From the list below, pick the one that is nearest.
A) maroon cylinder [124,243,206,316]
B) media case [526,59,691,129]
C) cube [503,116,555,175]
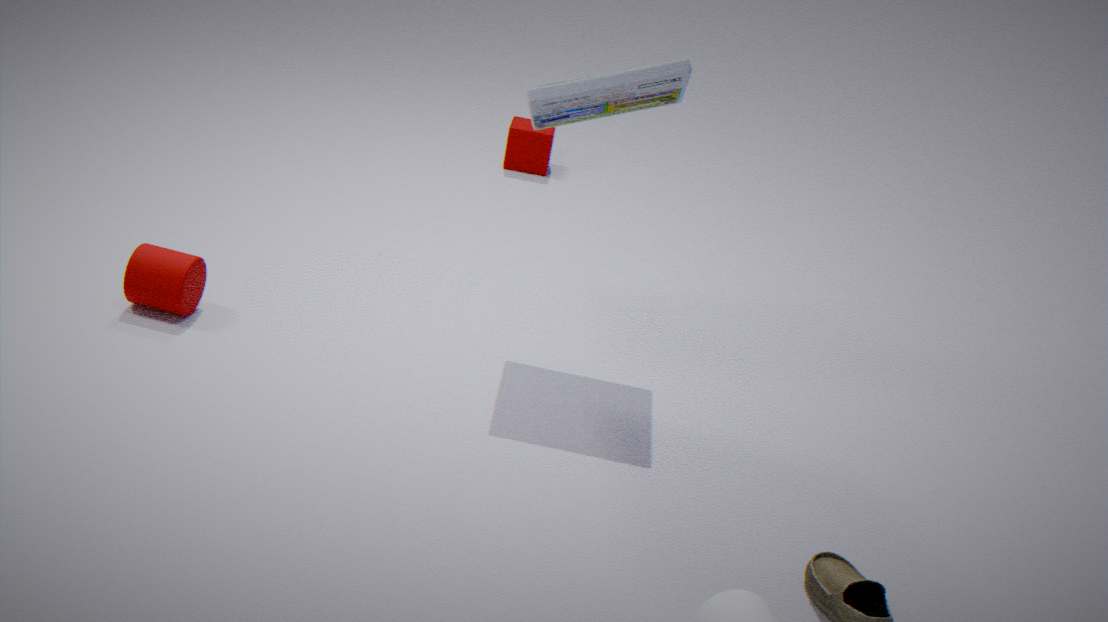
media case [526,59,691,129]
